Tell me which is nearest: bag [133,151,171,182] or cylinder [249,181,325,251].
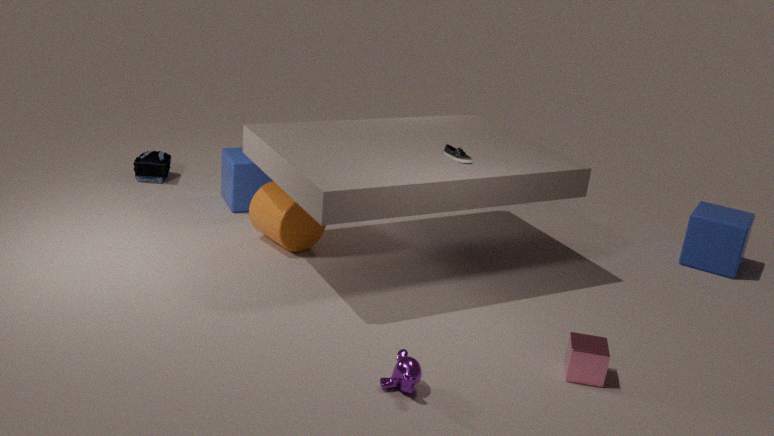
cylinder [249,181,325,251]
